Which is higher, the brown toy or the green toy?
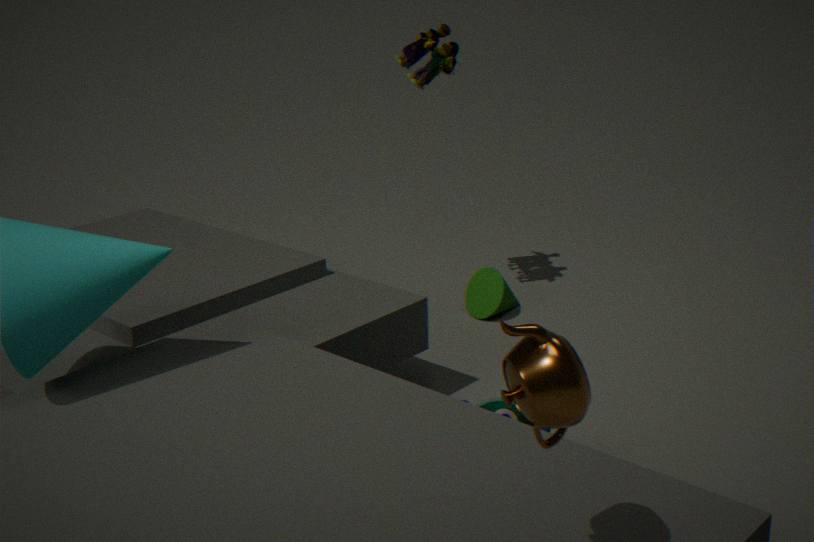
the brown toy
